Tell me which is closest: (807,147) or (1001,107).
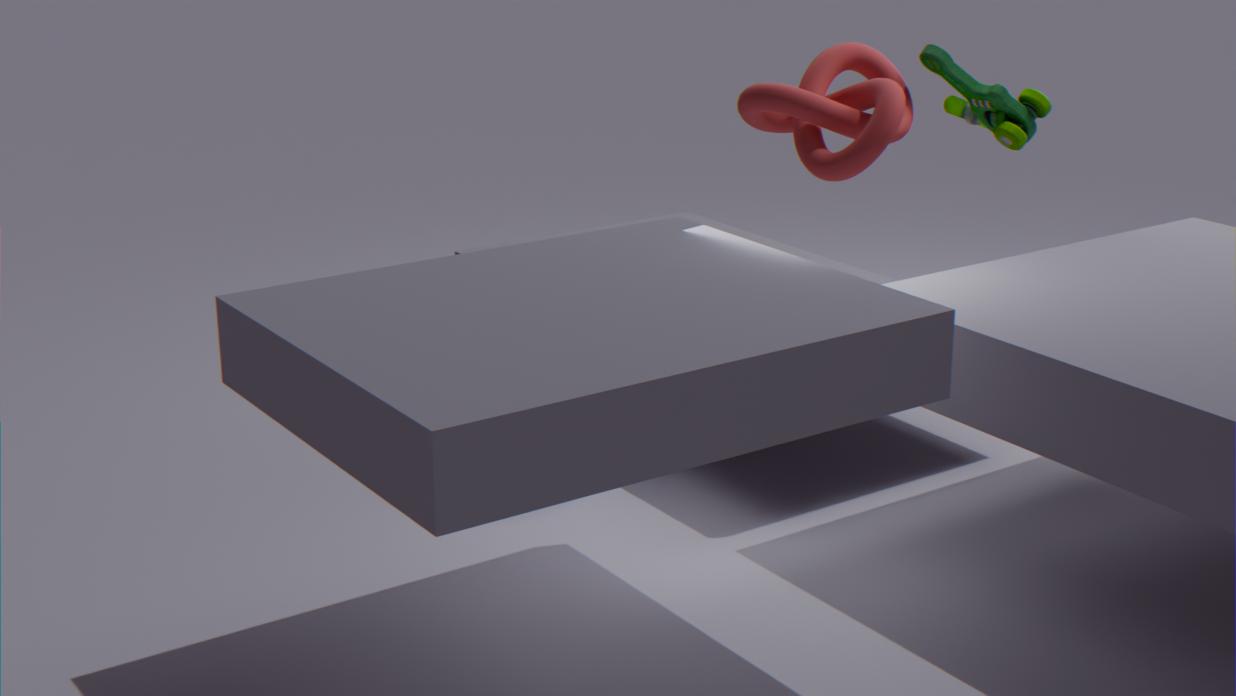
(807,147)
